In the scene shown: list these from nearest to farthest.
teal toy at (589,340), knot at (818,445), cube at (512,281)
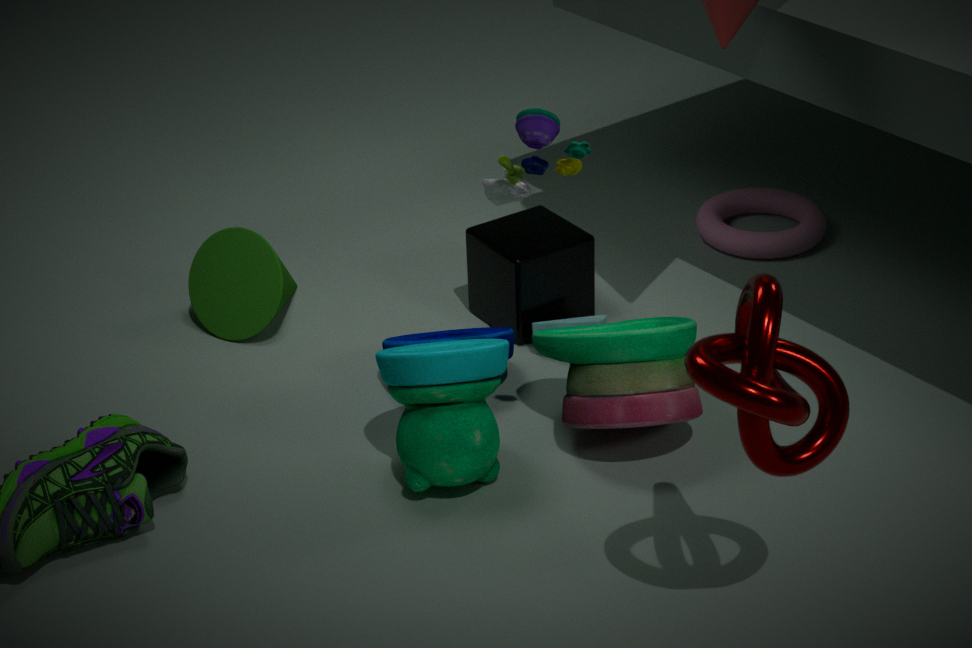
knot at (818,445)
teal toy at (589,340)
cube at (512,281)
